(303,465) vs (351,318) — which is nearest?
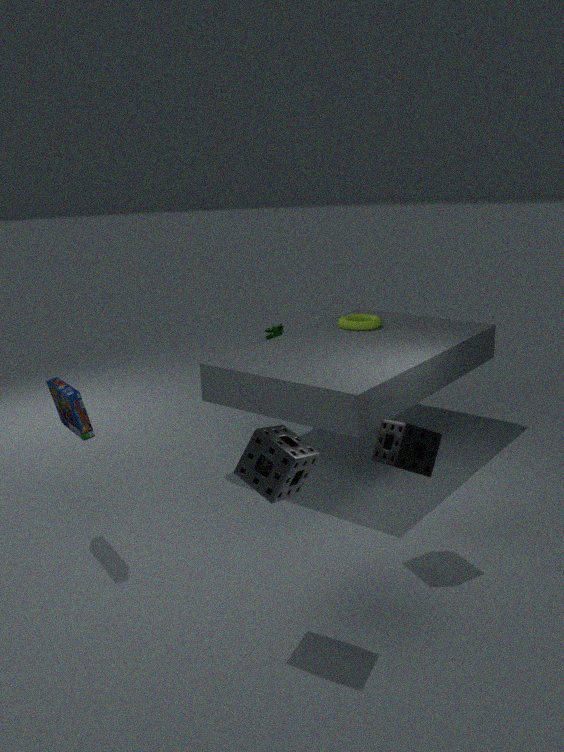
(303,465)
